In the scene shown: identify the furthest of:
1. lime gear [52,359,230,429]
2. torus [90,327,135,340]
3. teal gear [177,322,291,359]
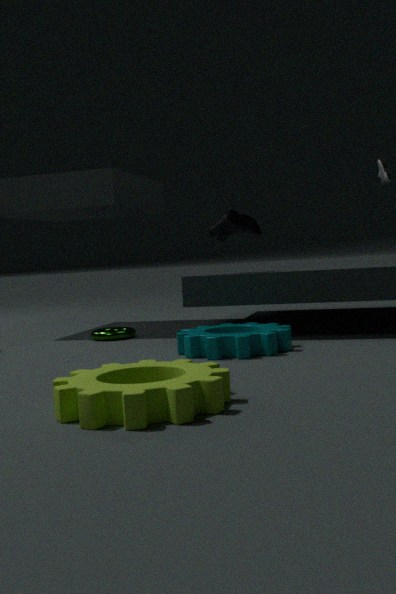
torus [90,327,135,340]
